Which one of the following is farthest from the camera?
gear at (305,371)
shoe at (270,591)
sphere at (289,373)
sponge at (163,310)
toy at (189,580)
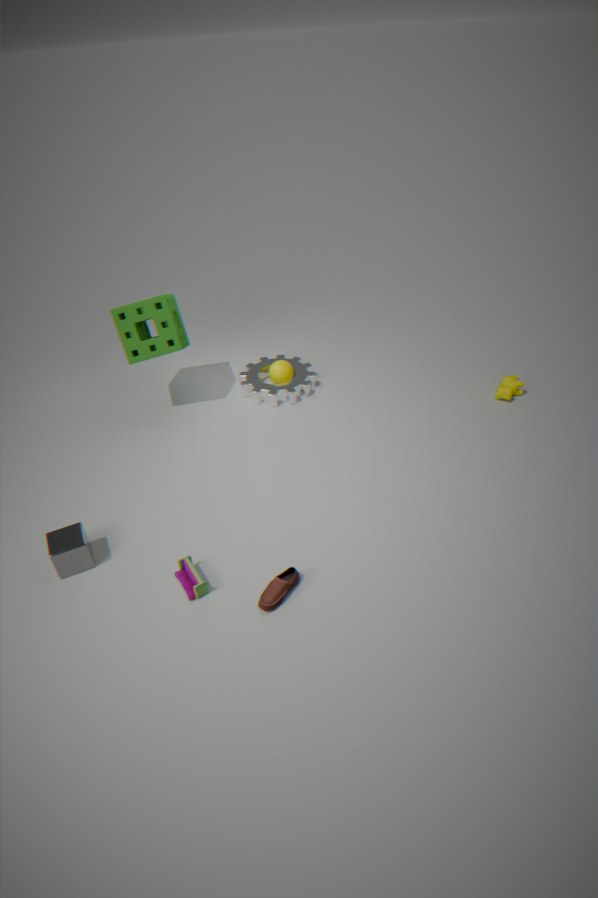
sphere at (289,373)
